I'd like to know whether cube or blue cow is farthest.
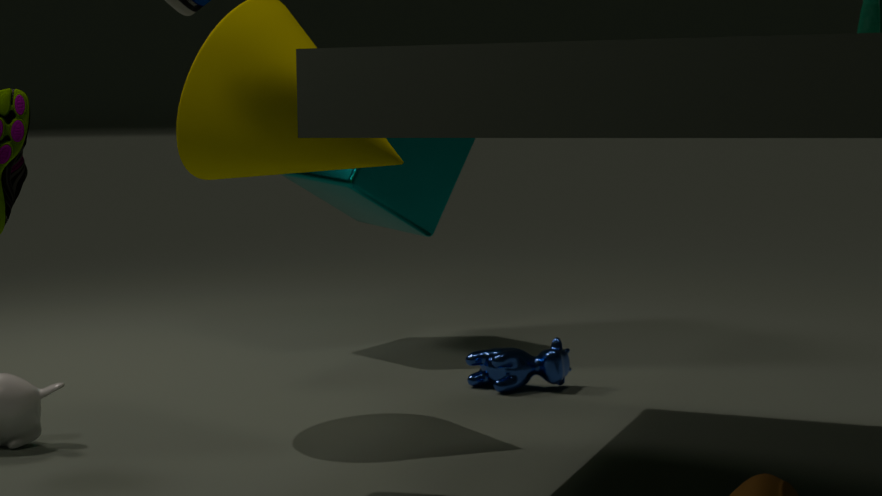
cube
